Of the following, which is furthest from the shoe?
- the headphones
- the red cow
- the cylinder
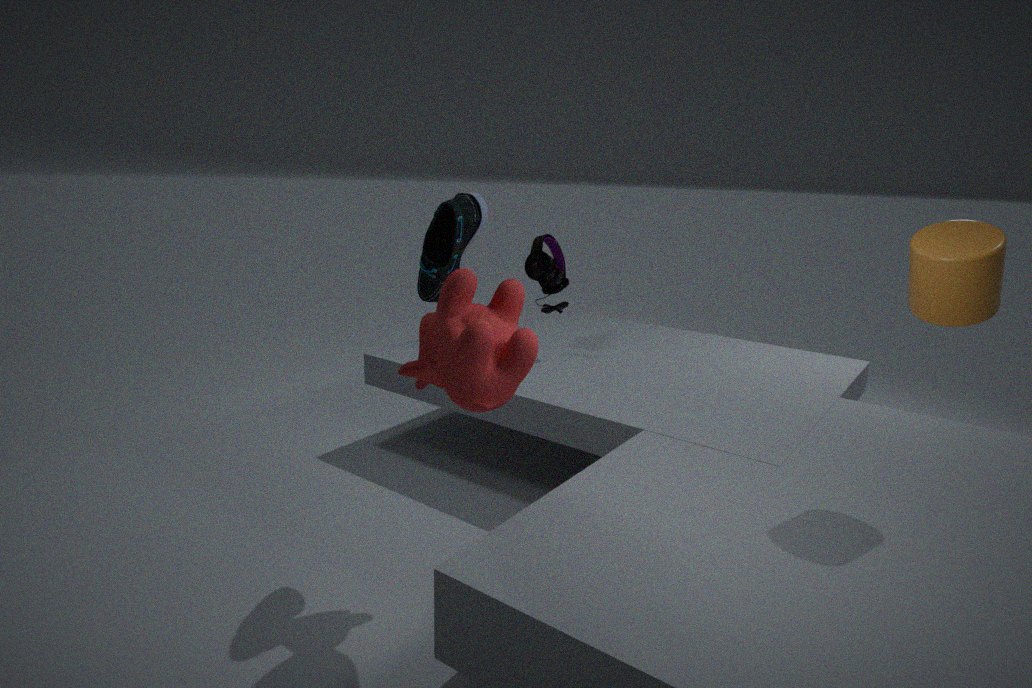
the cylinder
